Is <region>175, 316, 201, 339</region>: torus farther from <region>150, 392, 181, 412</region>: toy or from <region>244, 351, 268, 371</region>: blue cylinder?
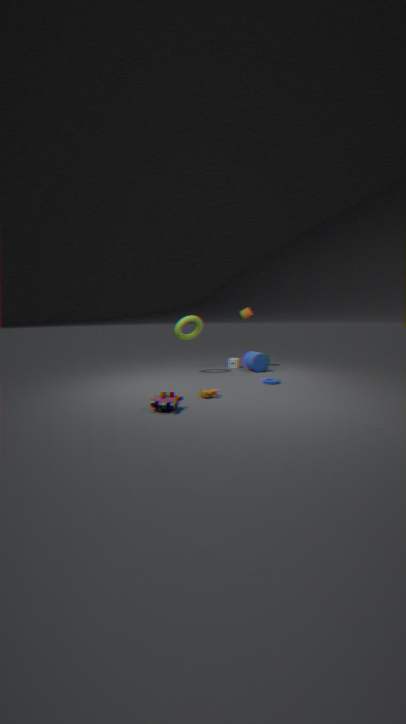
<region>150, 392, 181, 412</region>: toy
